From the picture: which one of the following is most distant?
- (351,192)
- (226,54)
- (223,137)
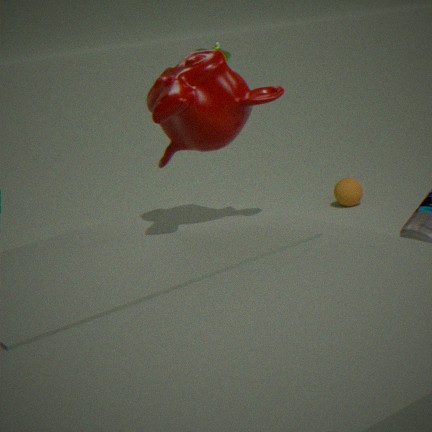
(351,192)
